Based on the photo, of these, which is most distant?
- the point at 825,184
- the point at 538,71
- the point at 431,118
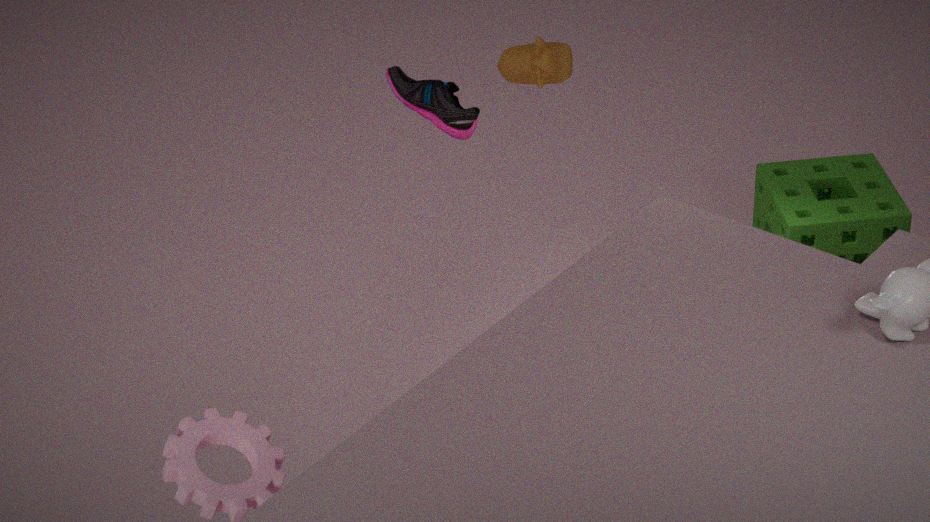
the point at 825,184
